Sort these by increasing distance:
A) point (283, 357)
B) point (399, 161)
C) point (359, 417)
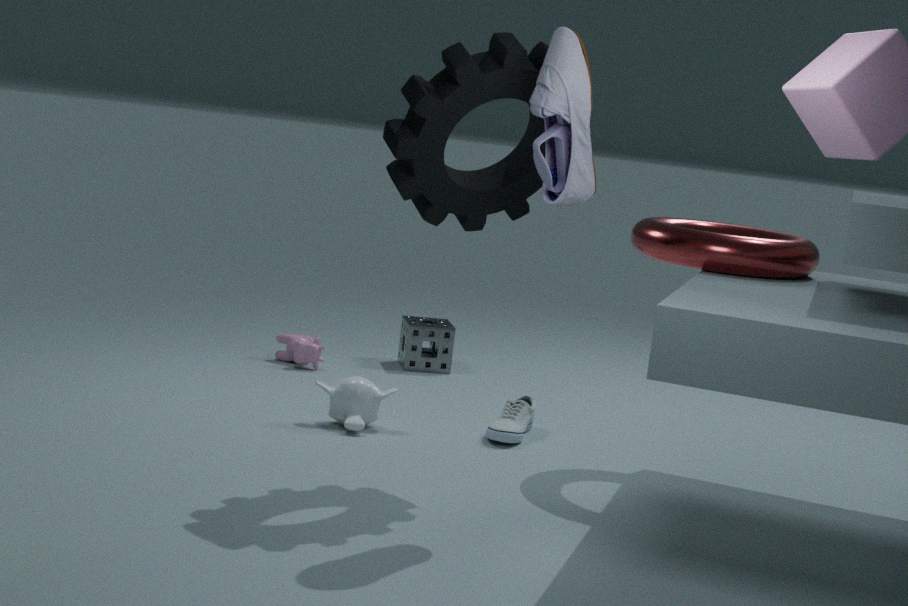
point (399, 161) < point (359, 417) < point (283, 357)
